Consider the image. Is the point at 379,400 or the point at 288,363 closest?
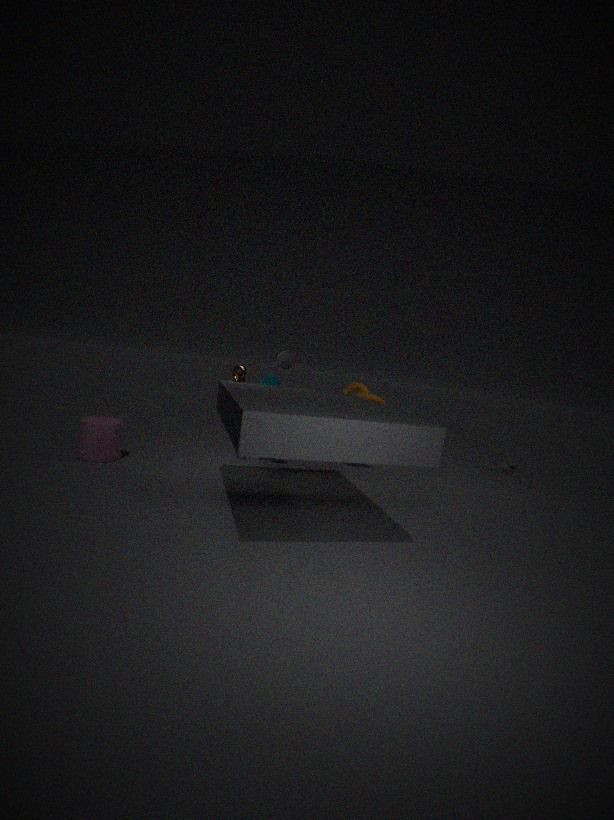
the point at 288,363
